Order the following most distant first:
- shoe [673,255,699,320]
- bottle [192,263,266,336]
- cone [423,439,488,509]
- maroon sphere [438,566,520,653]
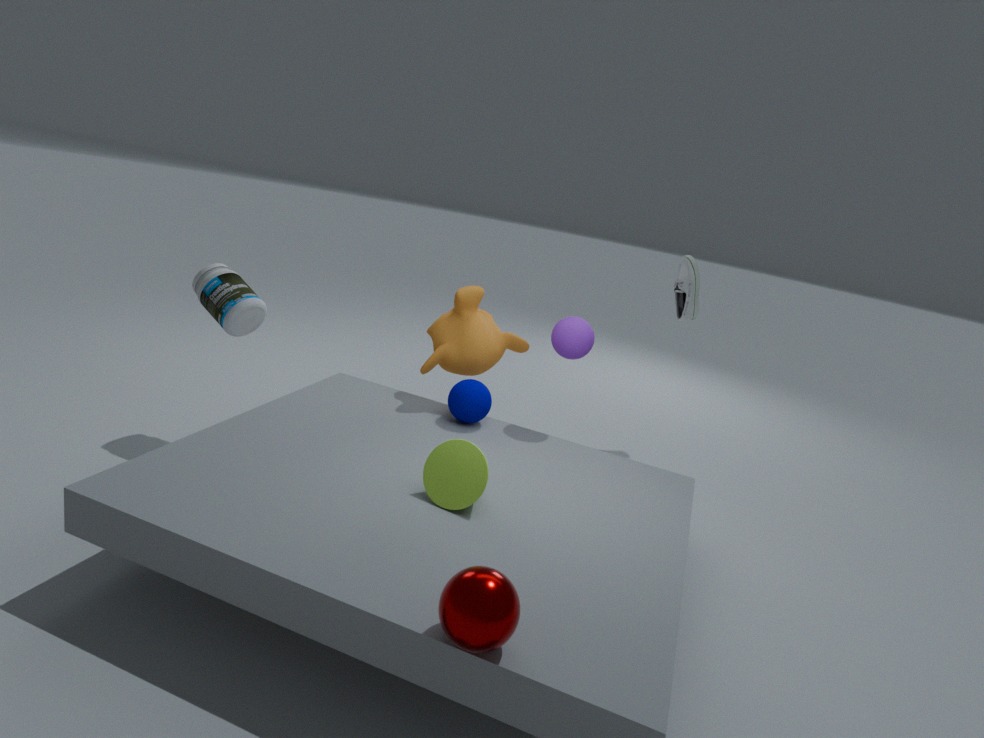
shoe [673,255,699,320] < bottle [192,263,266,336] < cone [423,439,488,509] < maroon sphere [438,566,520,653]
